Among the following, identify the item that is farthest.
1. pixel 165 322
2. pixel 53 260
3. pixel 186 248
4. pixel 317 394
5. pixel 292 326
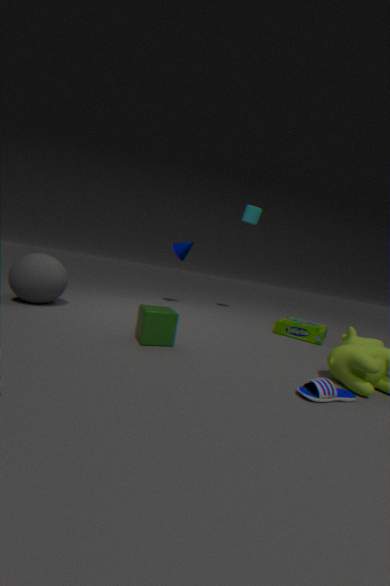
pixel 186 248
